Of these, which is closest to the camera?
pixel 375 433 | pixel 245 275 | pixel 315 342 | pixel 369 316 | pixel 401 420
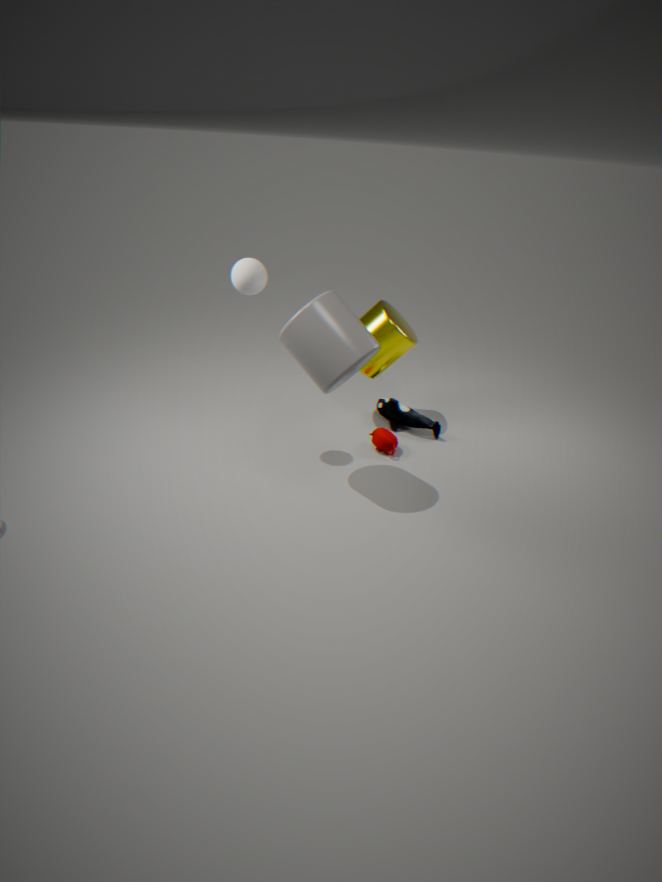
pixel 315 342
